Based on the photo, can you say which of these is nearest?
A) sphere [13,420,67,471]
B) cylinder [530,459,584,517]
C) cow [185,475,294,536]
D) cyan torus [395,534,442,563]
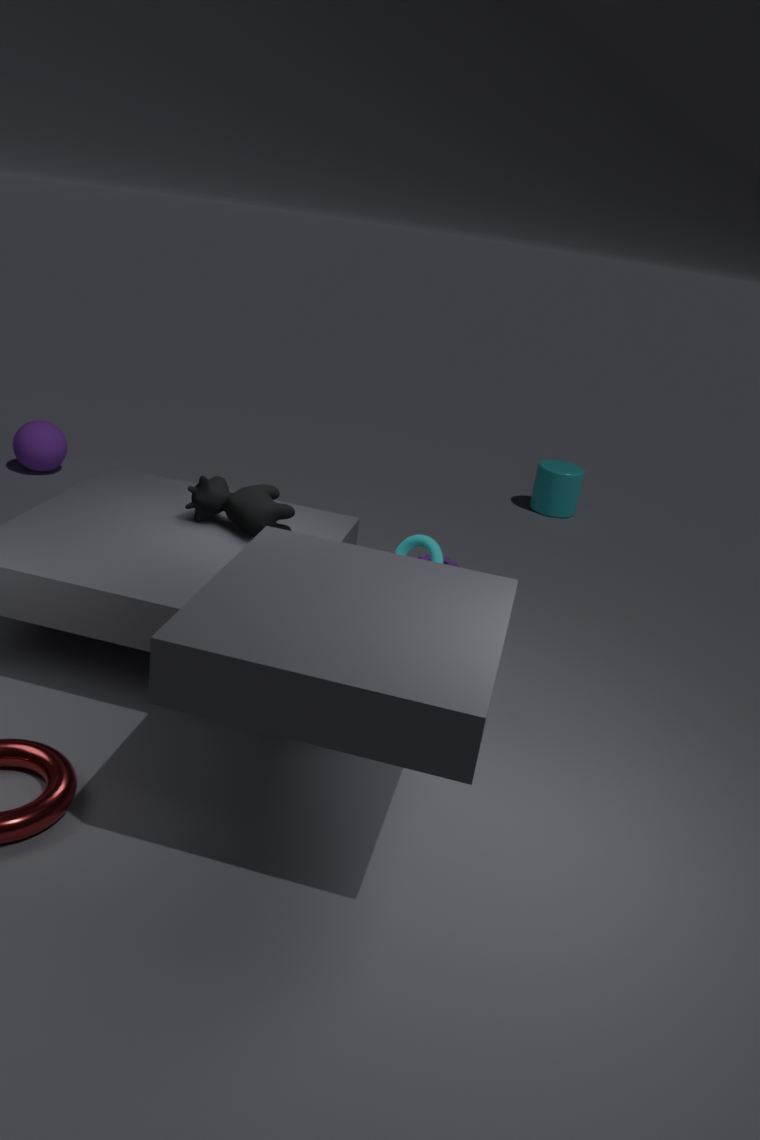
cyan torus [395,534,442,563]
